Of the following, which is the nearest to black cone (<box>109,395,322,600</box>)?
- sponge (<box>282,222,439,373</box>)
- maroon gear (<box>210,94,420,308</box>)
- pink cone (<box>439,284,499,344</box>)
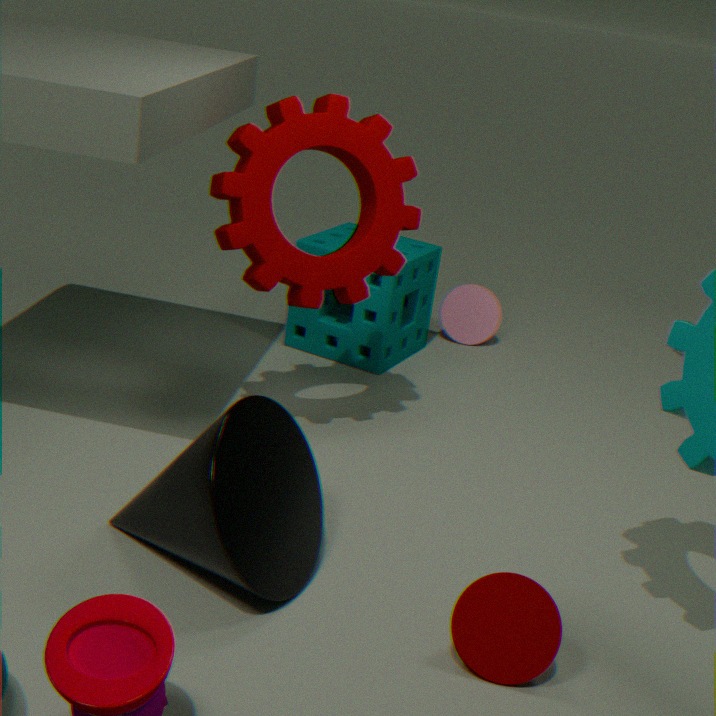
maroon gear (<box>210,94,420,308</box>)
